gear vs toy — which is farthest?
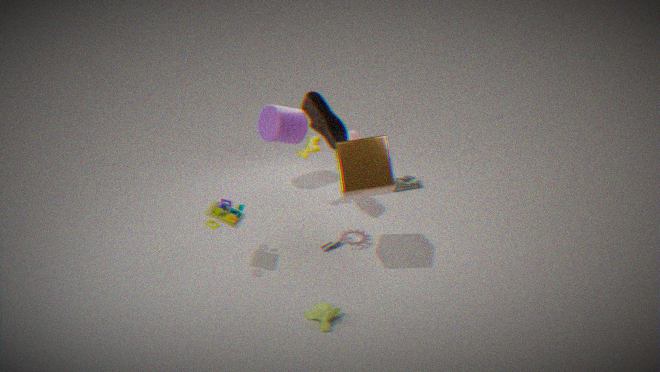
gear
